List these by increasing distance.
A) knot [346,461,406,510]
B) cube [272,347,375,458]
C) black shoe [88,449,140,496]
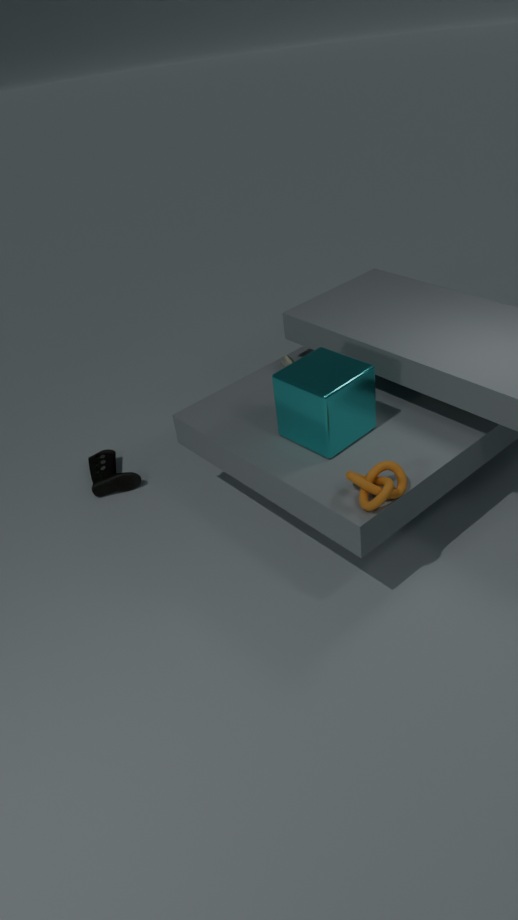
knot [346,461,406,510] < cube [272,347,375,458] < black shoe [88,449,140,496]
